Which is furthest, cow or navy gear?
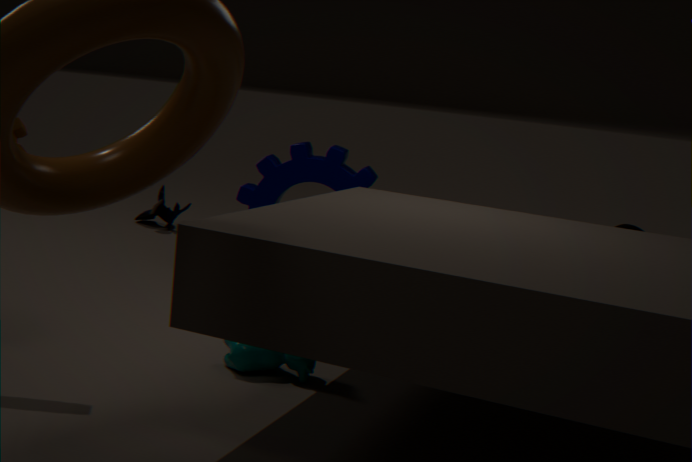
navy gear
